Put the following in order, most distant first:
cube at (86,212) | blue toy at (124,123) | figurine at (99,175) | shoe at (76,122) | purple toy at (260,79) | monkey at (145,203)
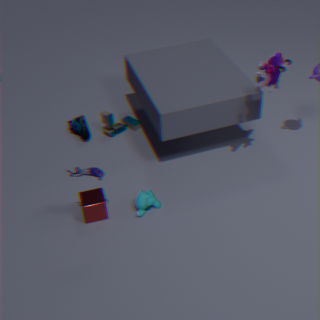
shoe at (76,122)
blue toy at (124,123)
monkey at (145,203)
cube at (86,212)
purple toy at (260,79)
figurine at (99,175)
